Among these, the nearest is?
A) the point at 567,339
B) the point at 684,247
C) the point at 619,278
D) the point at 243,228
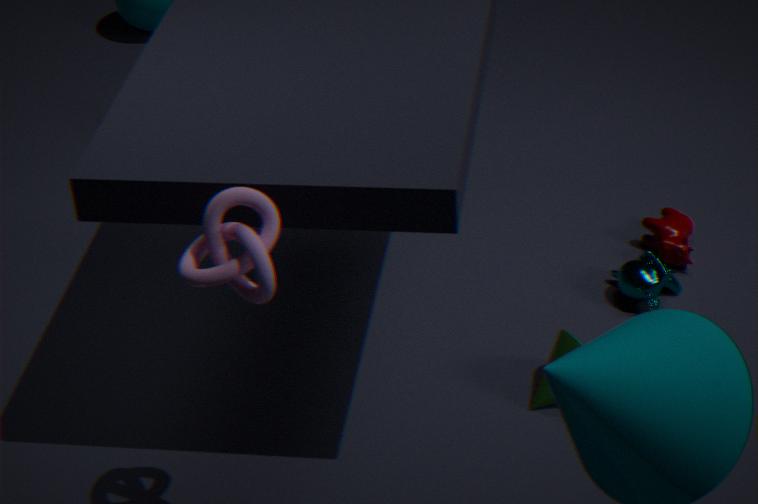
D. the point at 243,228
